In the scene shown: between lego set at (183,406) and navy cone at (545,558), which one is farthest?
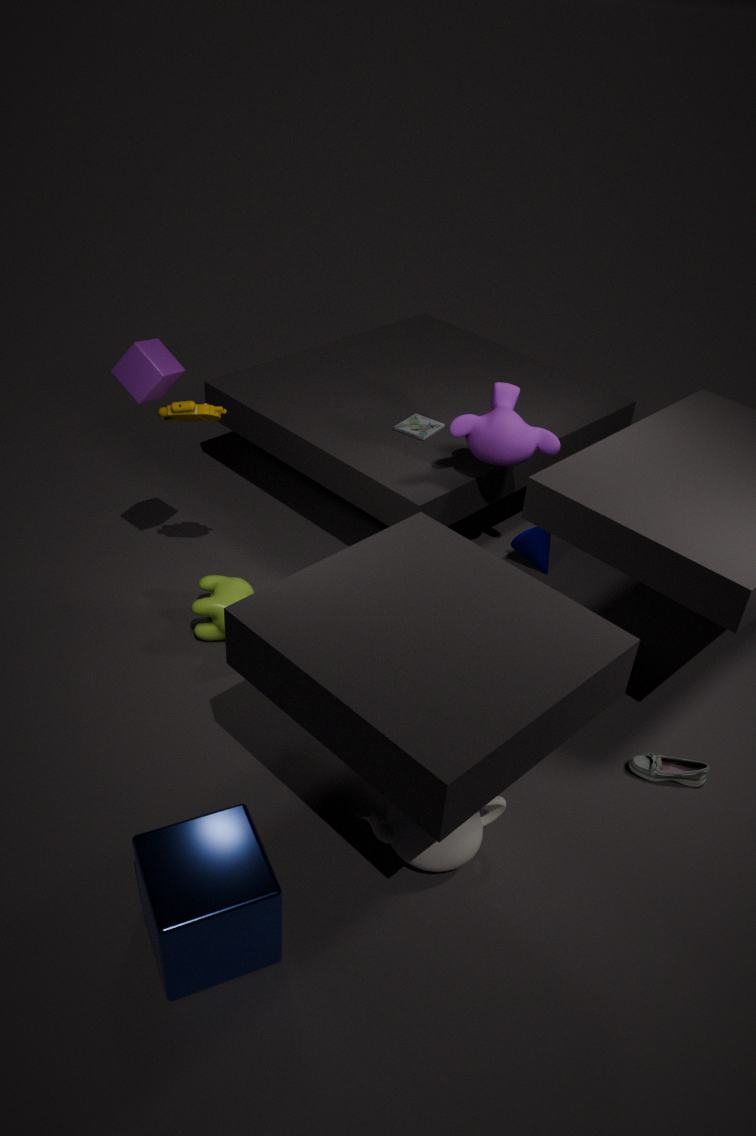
navy cone at (545,558)
